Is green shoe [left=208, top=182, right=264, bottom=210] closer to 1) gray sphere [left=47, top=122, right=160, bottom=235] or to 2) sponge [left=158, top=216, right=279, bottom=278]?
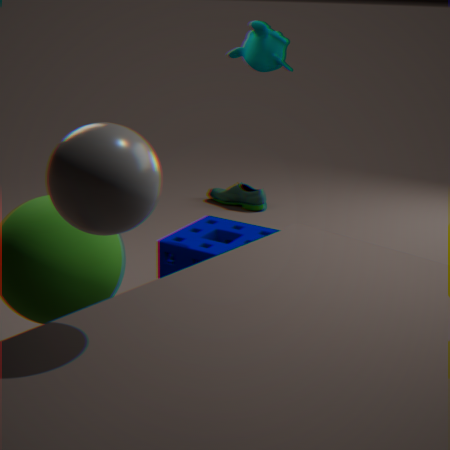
2) sponge [left=158, top=216, right=279, bottom=278]
